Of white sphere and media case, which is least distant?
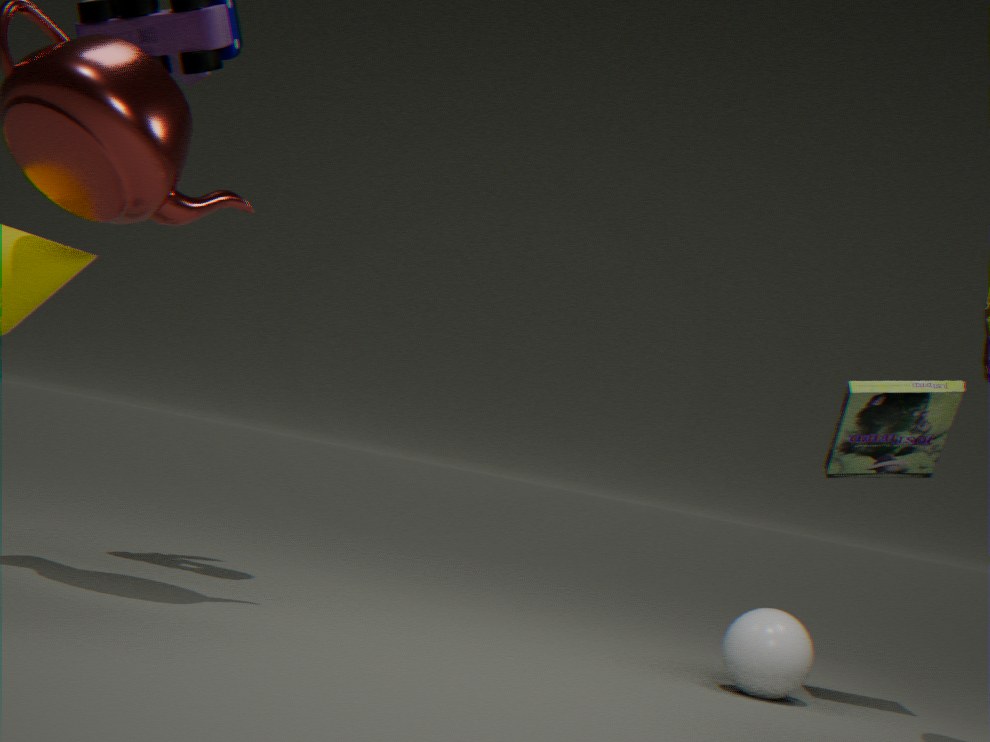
white sphere
